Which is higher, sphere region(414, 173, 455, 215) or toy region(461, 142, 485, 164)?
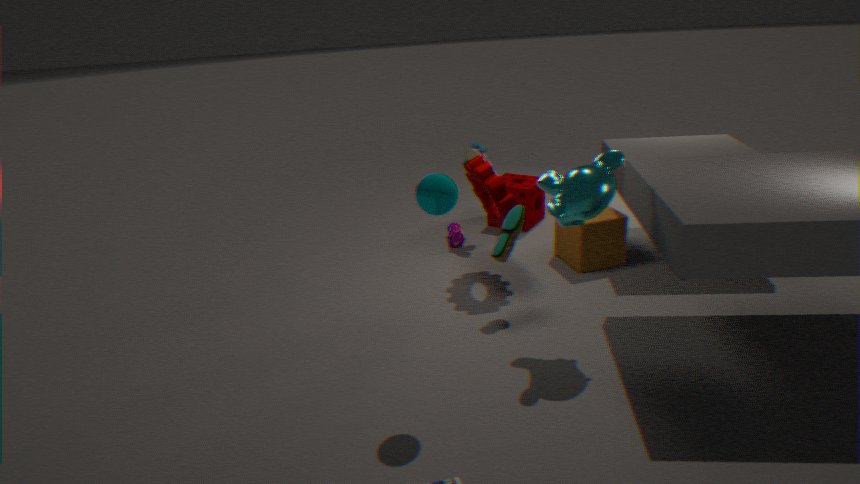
sphere region(414, 173, 455, 215)
